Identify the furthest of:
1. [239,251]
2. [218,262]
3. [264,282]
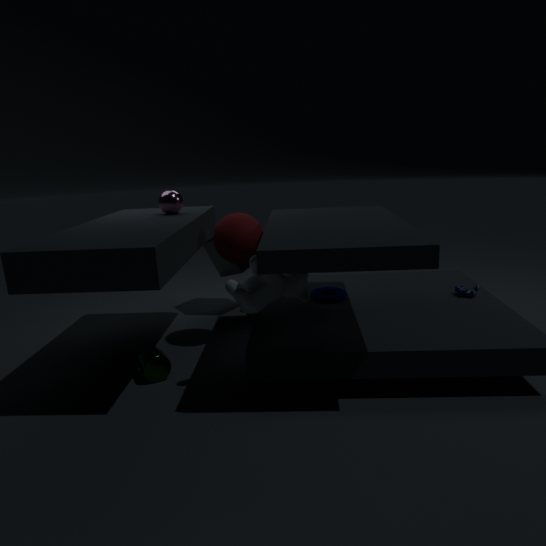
[218,262]
